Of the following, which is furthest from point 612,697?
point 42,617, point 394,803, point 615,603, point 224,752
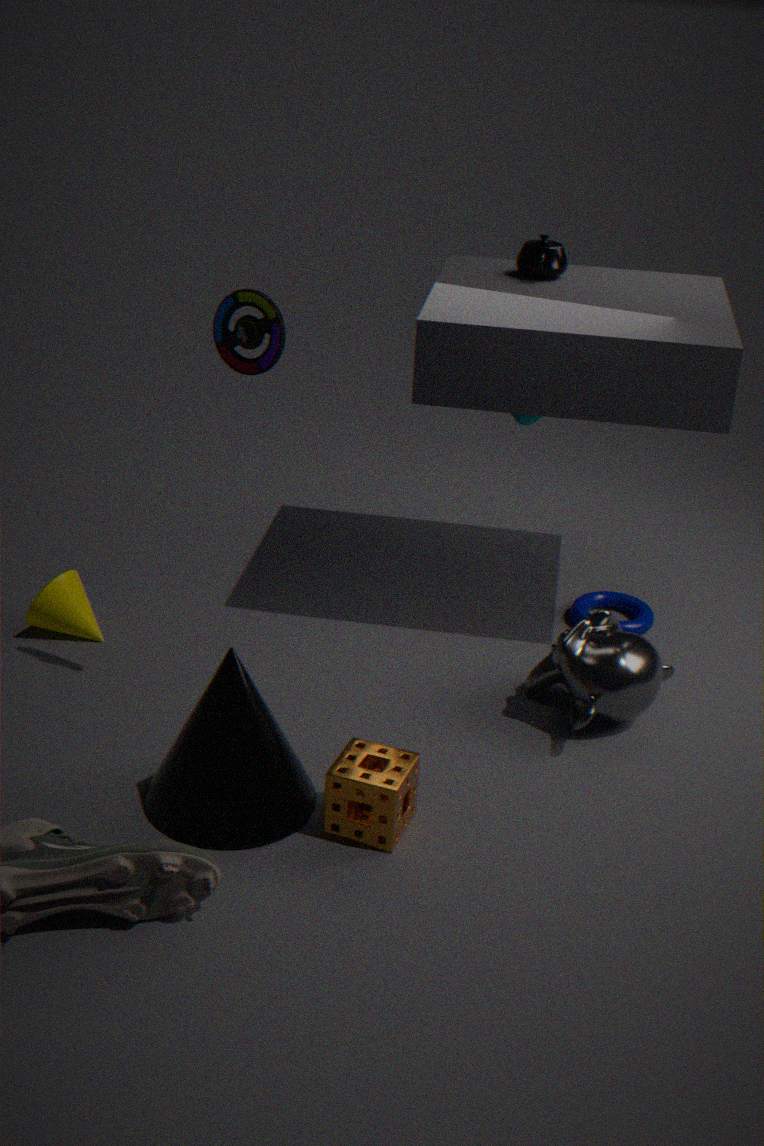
point 42,617
